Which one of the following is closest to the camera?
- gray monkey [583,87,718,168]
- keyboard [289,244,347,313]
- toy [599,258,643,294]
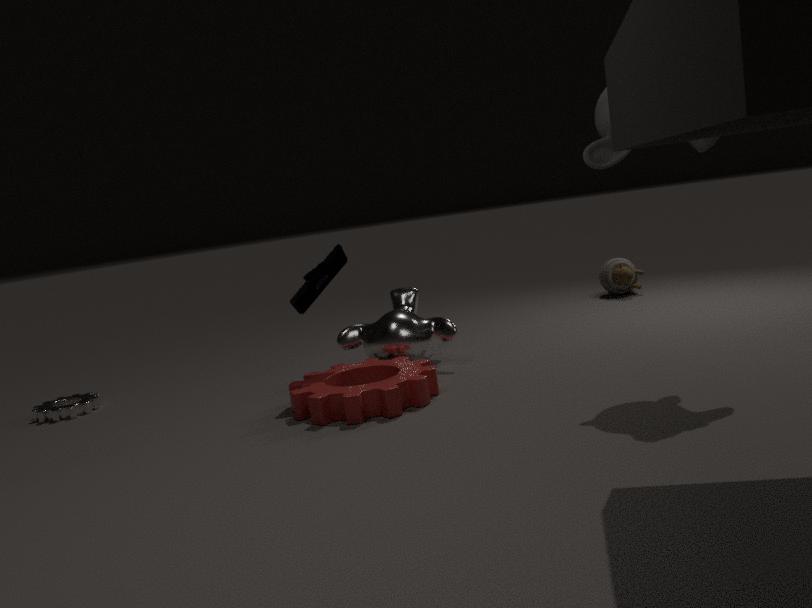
gray monkey [583,87,718,168]
